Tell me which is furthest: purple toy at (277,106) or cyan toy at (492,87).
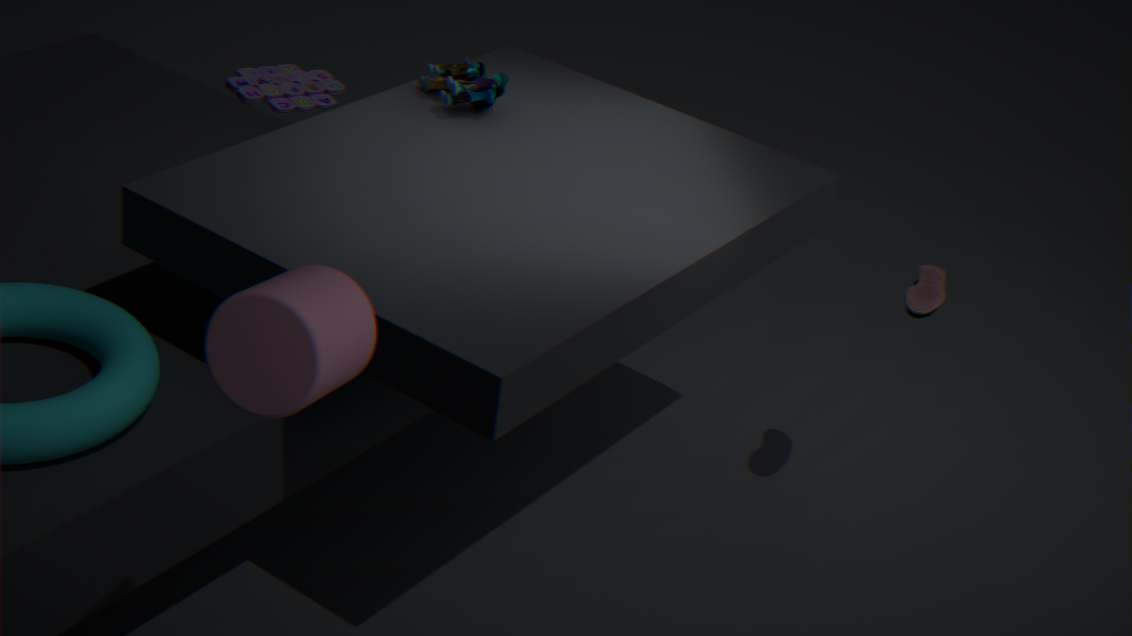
purple toy at (277,106)
